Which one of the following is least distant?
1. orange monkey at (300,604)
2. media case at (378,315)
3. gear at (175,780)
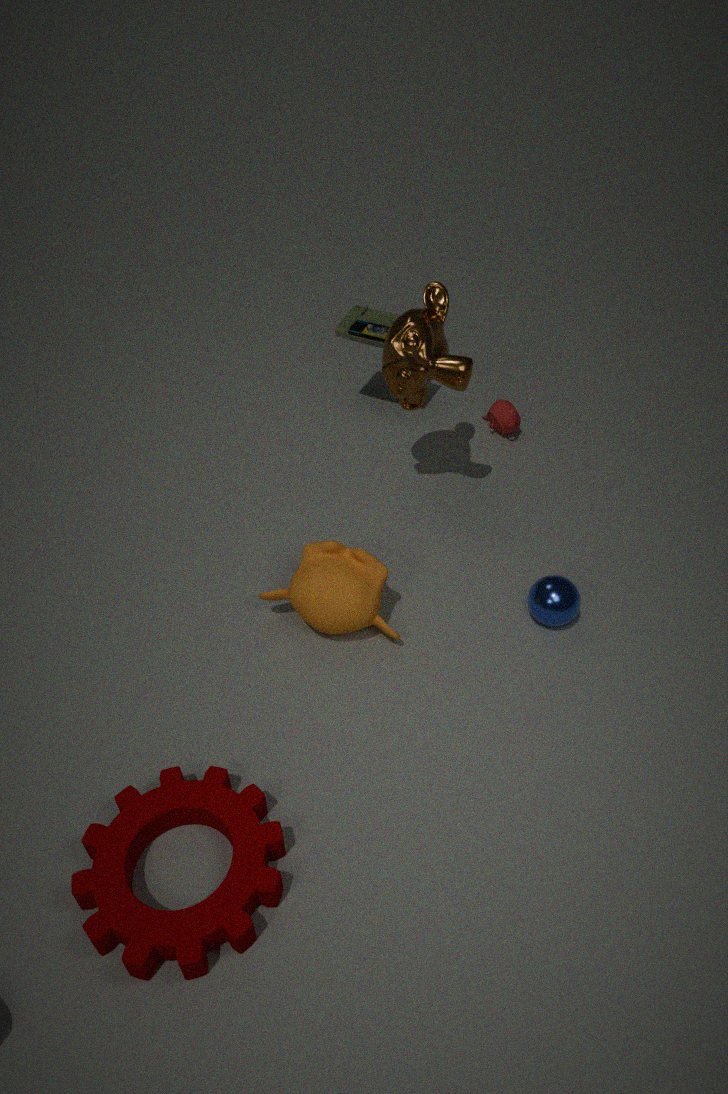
gear at (175,780)
